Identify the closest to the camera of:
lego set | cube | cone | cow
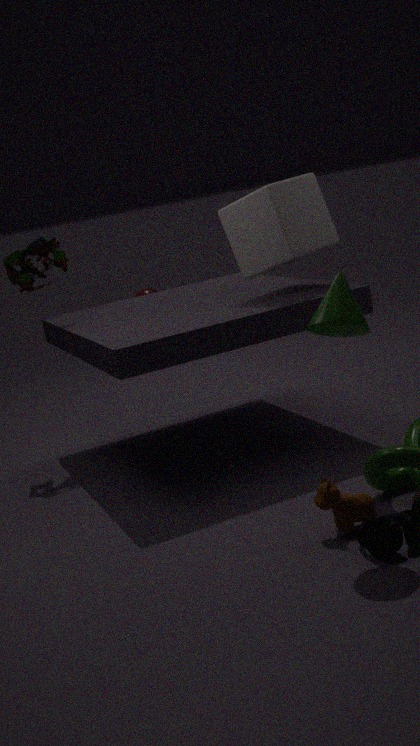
cone
